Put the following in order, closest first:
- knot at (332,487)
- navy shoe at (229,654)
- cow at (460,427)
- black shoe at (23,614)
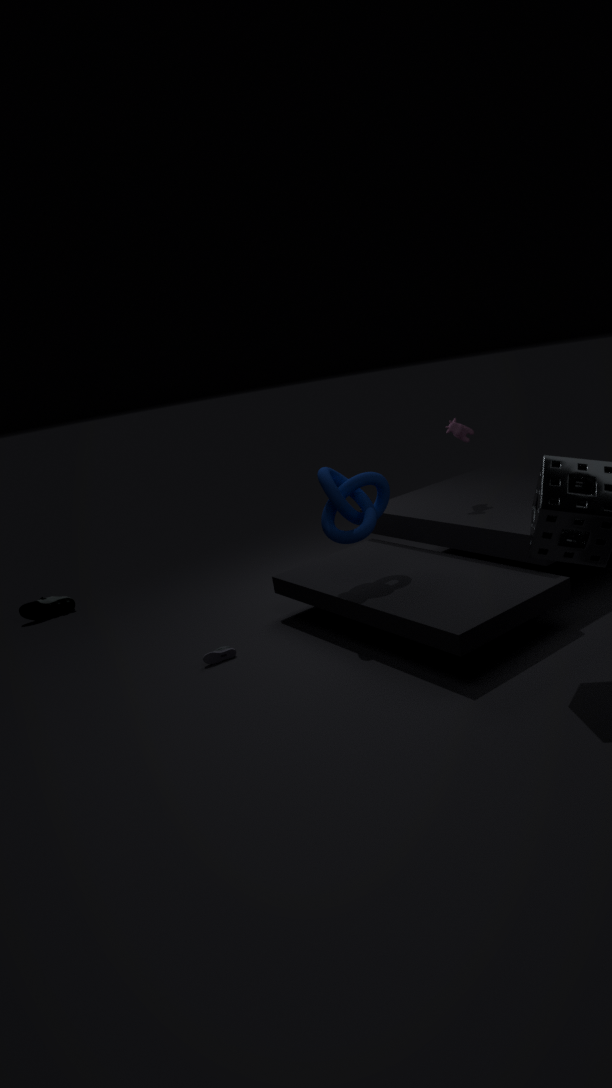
knot at (332,487), navy shoe at (229,654), cow at (460,427), black shoe at (23,614)
